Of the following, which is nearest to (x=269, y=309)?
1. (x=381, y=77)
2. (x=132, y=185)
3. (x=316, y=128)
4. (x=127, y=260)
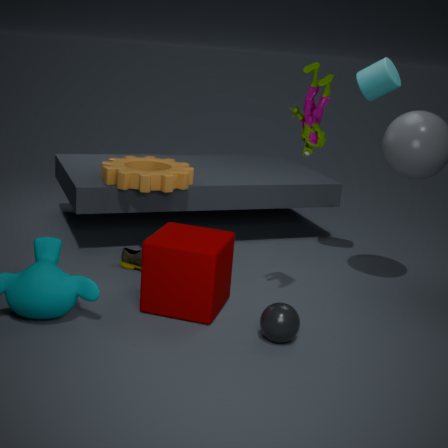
(x=316, y=128)
